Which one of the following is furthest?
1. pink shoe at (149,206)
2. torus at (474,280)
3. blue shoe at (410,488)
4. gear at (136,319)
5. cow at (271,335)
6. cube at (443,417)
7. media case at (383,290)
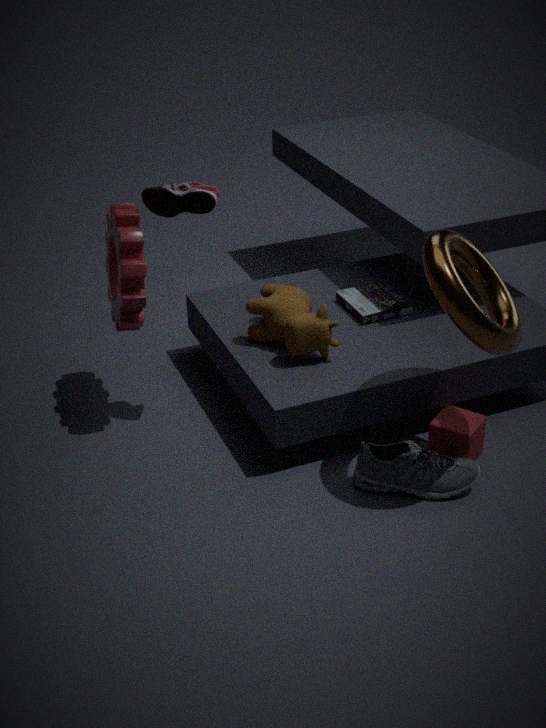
media case at (383,290)
